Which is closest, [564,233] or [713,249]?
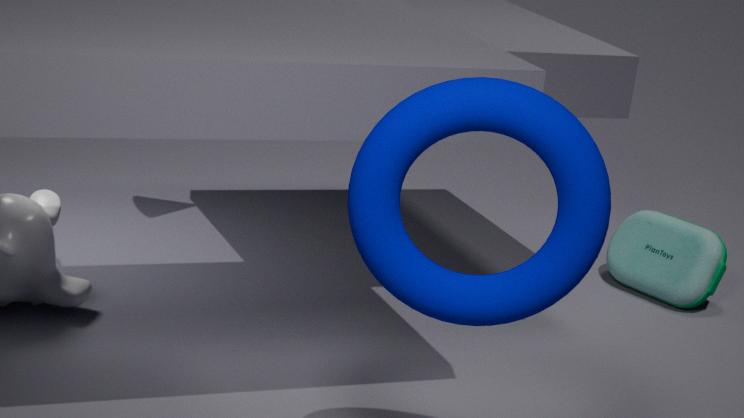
[564,233]
